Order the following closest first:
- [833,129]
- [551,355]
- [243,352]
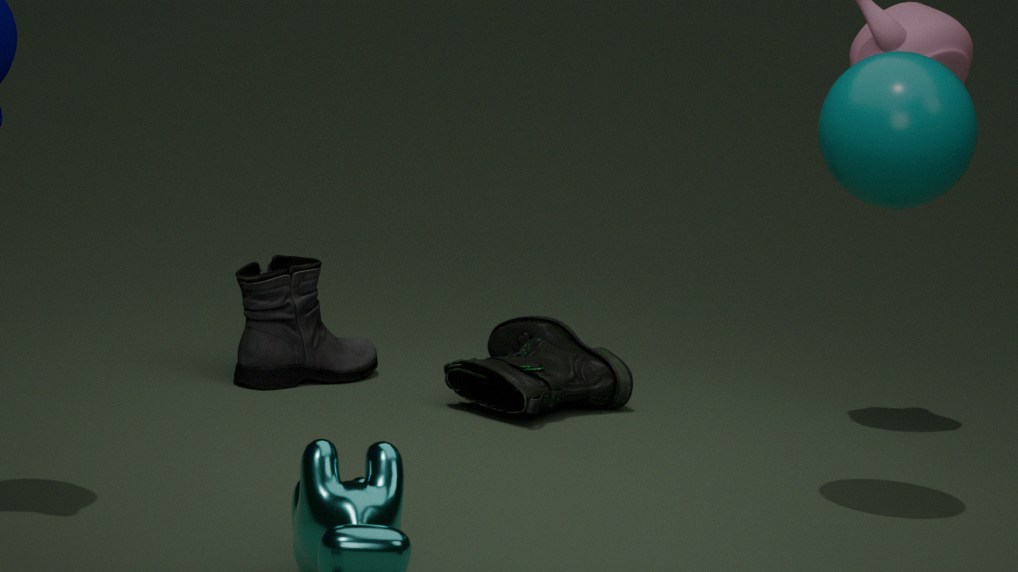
[833,129], [243,352], [551,355]
